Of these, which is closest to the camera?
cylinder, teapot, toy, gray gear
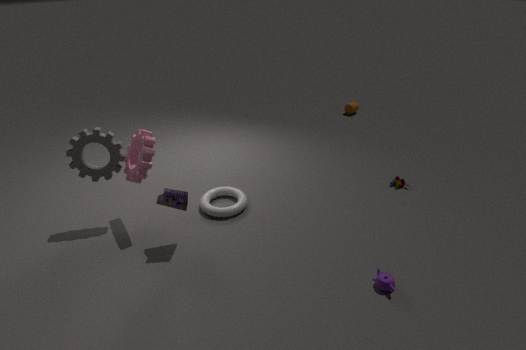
teapot
